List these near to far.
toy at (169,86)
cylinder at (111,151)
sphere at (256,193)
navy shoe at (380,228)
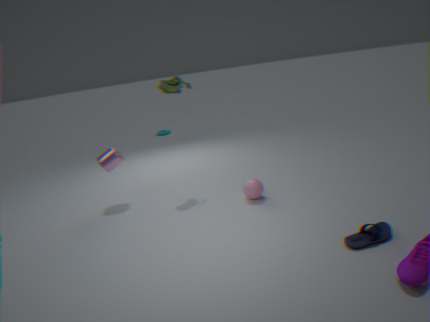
navy shoe at (380,228) < sphere at (256,193) < toy at (169,86) < cylinder at (111,151)
